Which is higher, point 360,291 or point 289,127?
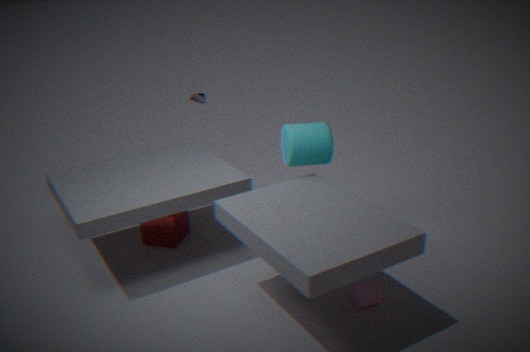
point 289,127
